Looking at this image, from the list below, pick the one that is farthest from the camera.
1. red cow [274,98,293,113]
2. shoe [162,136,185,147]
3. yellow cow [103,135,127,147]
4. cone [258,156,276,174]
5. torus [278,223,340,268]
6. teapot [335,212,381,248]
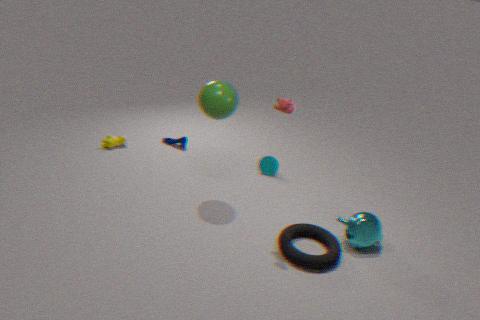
shoe [162,136,185,147]
